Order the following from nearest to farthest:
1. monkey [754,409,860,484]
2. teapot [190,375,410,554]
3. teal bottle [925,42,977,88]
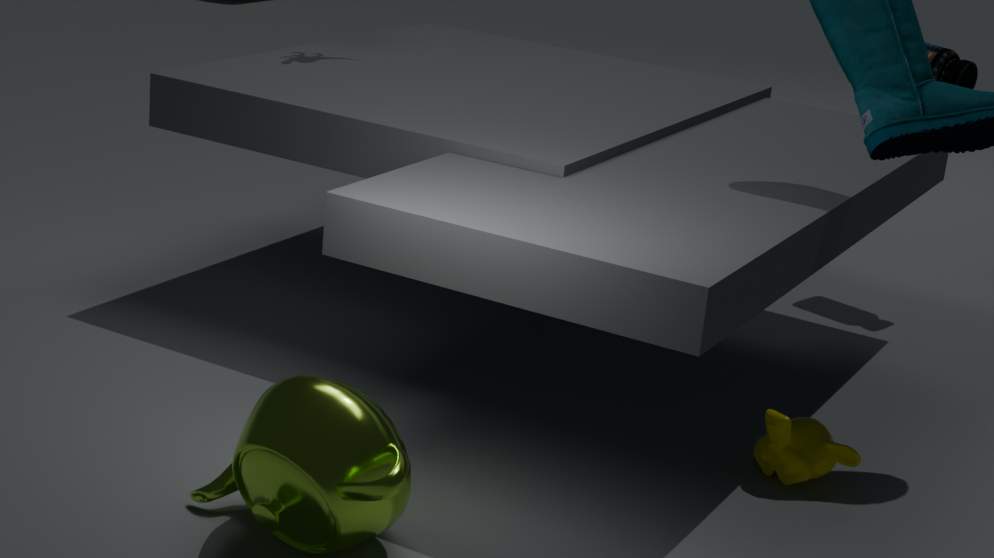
teapot [190,375,410,554]
monkey [754,409,860,484]
teal bottle [925,42,977,88]
